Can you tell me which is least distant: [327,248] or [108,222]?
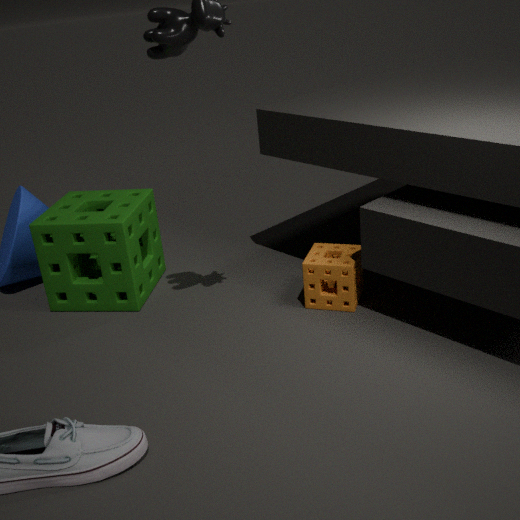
[108,222]
